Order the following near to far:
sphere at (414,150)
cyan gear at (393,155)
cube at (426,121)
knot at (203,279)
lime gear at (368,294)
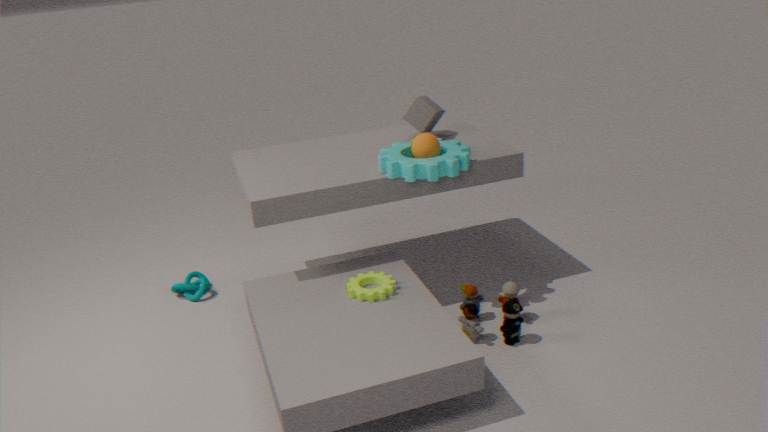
lime gear at (368,294), cyan gear at (393,155), sphere at (414,150), cube at (426,121), knot at (203,279)
